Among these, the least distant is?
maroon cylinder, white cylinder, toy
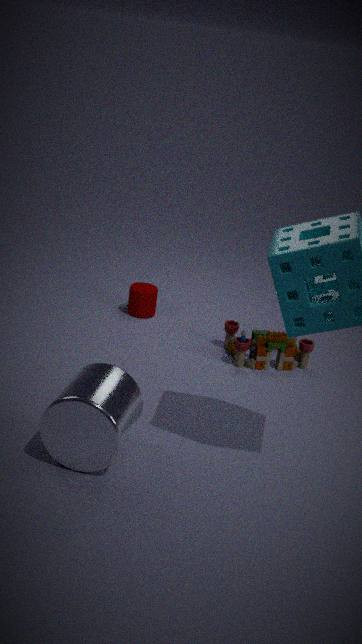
white cylinder
